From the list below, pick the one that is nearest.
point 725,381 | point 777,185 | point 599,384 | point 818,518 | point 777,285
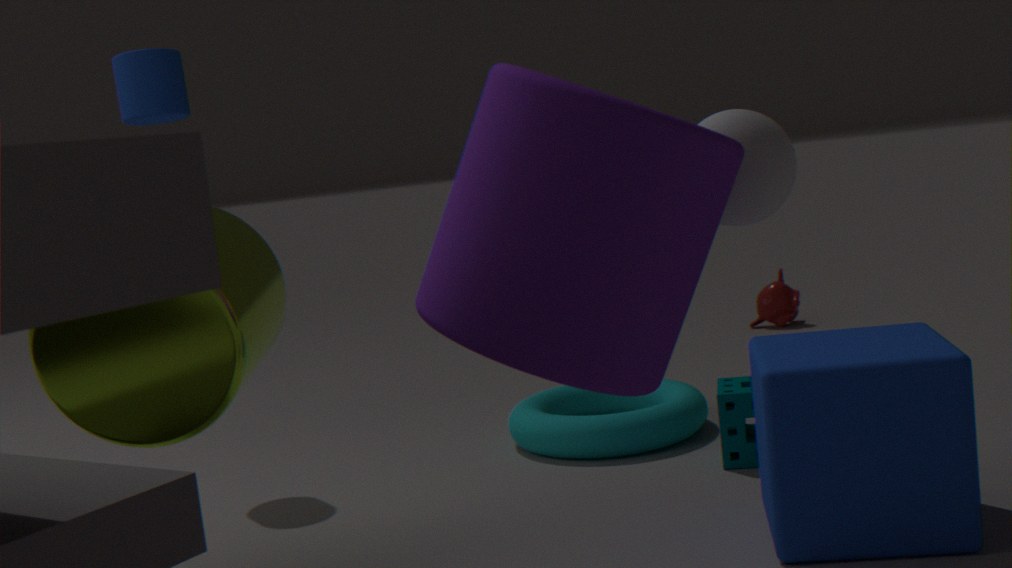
point 599,384
